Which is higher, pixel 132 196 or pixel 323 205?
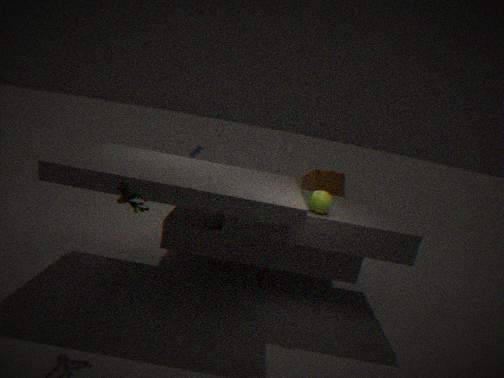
pixel 323 205
